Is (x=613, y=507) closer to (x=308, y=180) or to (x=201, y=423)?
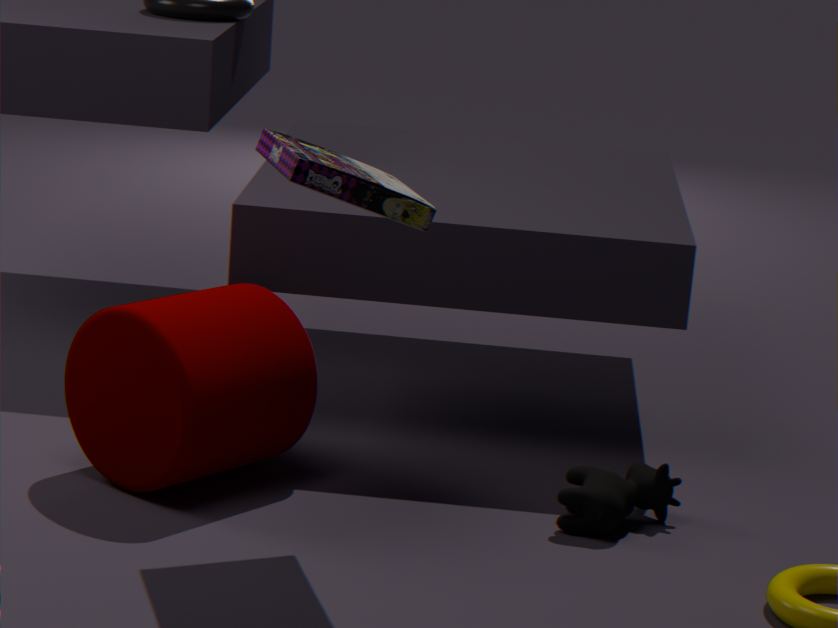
(x=308, y=180)
